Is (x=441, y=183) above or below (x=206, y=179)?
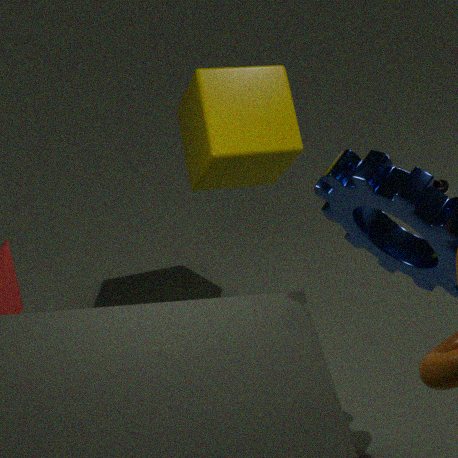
below
